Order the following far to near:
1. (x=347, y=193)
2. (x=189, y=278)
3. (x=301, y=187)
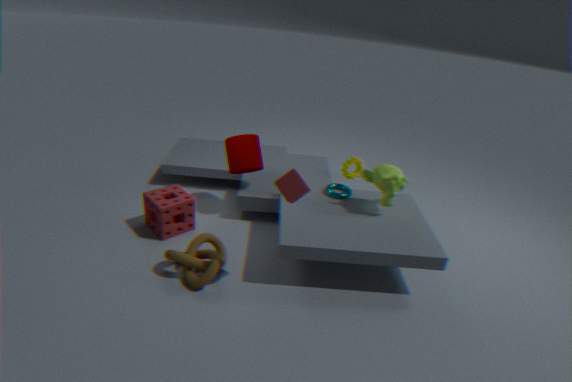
1. (x=347, y=193)
2. (x=189, y=278)
3. (x=301, y=187)
